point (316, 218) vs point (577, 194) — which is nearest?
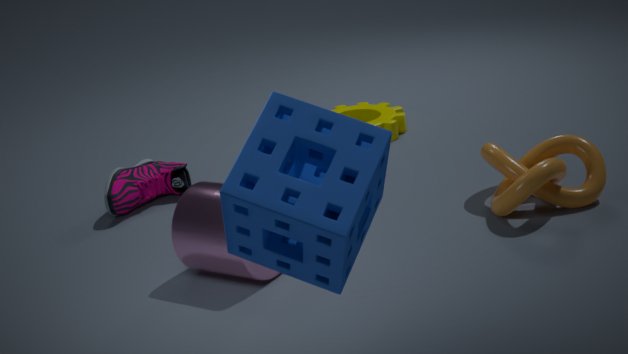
point (316, 218)
